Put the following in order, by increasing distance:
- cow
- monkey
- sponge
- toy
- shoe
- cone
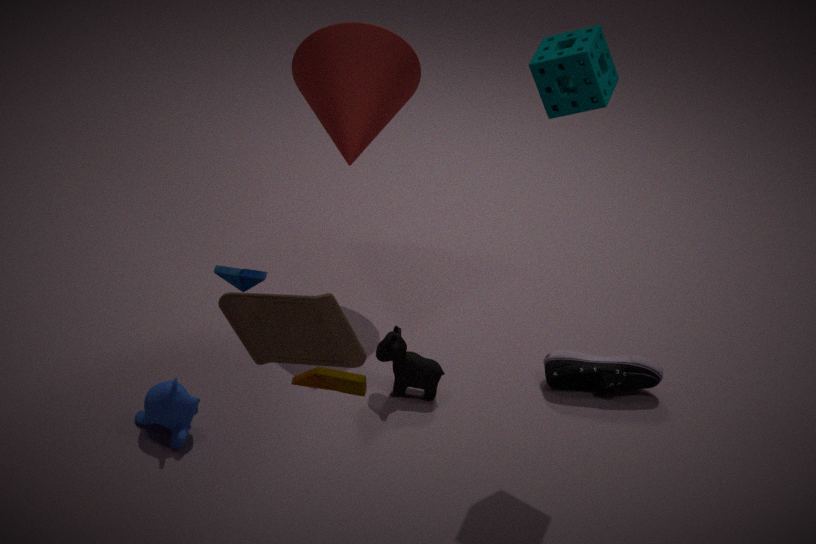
toy
sponge
monkey
cow
cone
shoe
